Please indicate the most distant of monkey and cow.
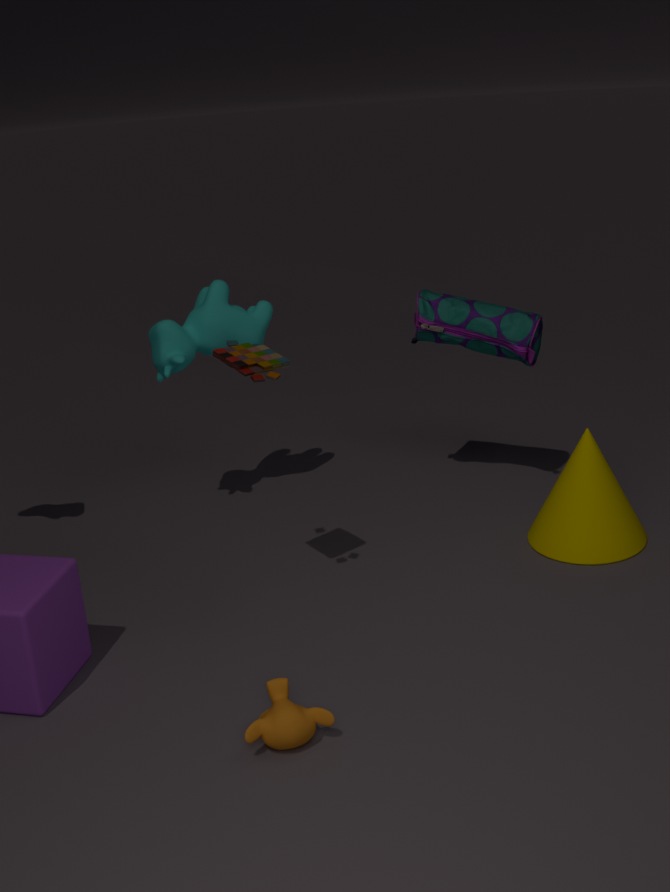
cow
